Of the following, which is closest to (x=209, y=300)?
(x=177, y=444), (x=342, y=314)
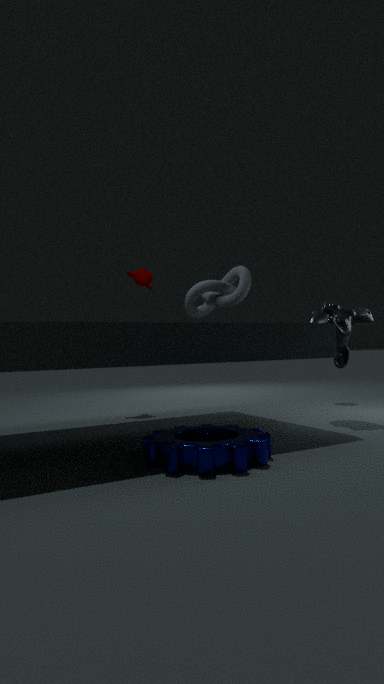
(x=342, y=314)
